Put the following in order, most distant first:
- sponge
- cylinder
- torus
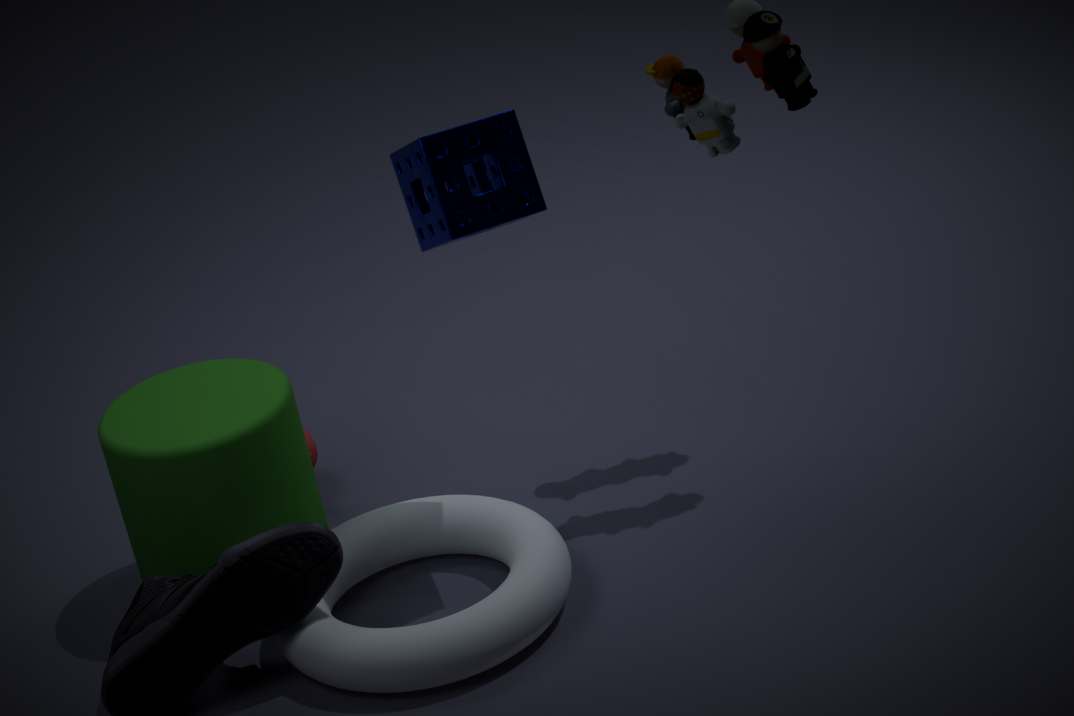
cylinder
sponge
torus
